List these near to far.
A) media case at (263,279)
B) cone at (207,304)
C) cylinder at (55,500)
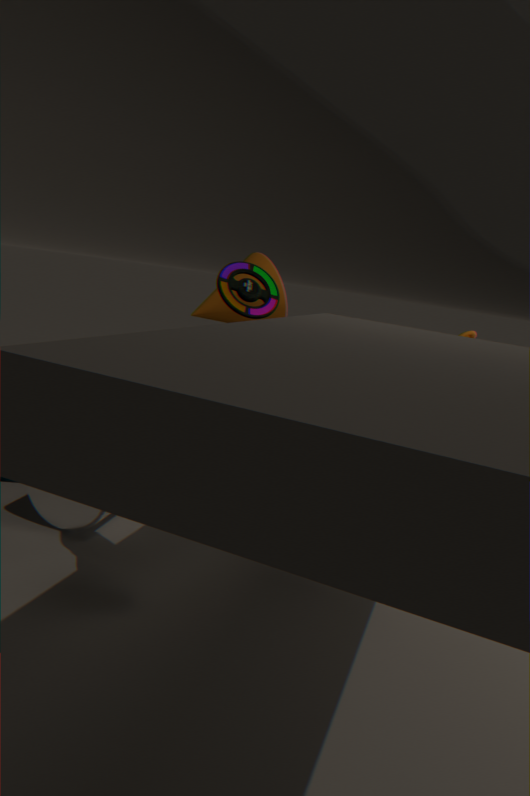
1. cylinder at (55,500)
2. media case at (263,279)
3. cone at (207,304)
